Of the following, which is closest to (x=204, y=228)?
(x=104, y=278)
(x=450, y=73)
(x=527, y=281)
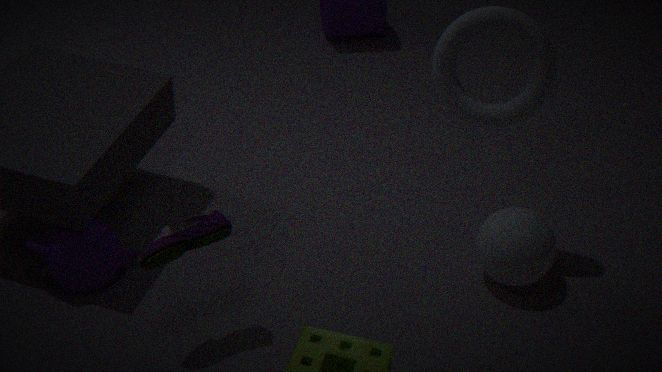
(x=104, y=278)
